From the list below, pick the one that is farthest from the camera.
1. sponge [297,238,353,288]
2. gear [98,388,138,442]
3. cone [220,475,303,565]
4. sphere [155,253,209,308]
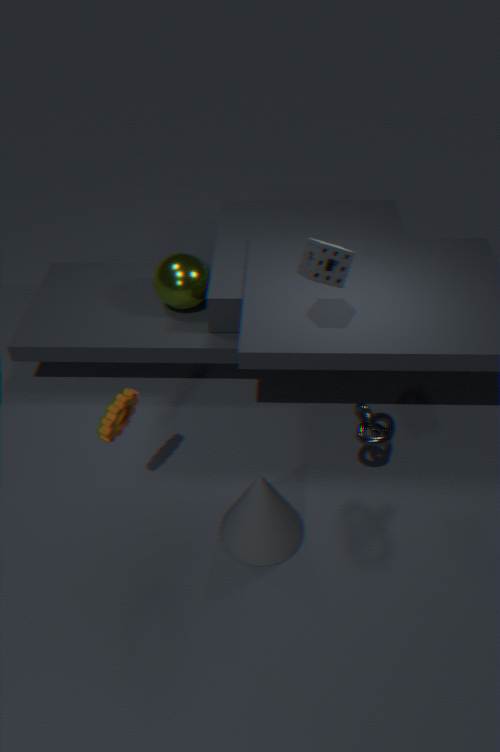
sphere [155,253,209,308]
